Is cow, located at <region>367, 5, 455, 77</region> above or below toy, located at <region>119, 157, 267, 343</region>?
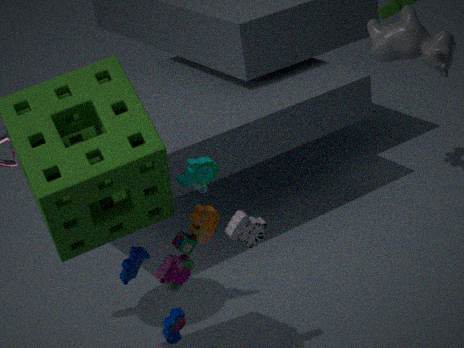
above
